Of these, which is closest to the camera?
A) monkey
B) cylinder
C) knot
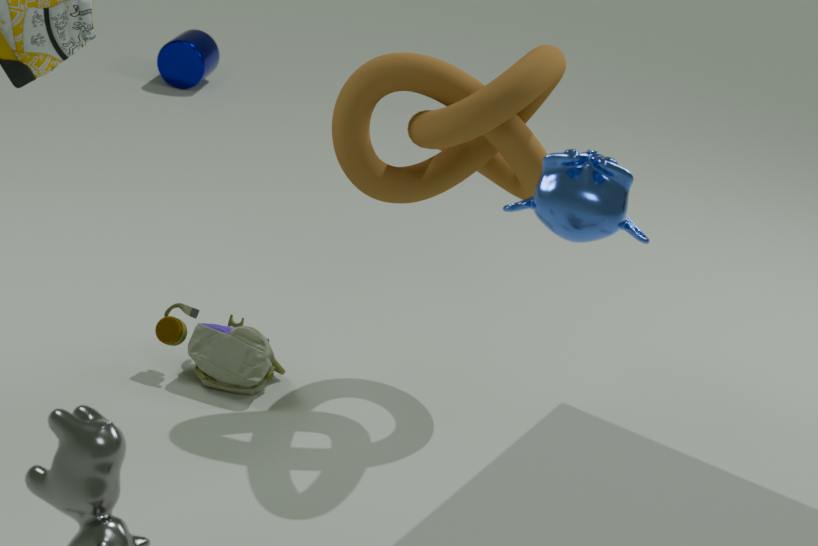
monkey
